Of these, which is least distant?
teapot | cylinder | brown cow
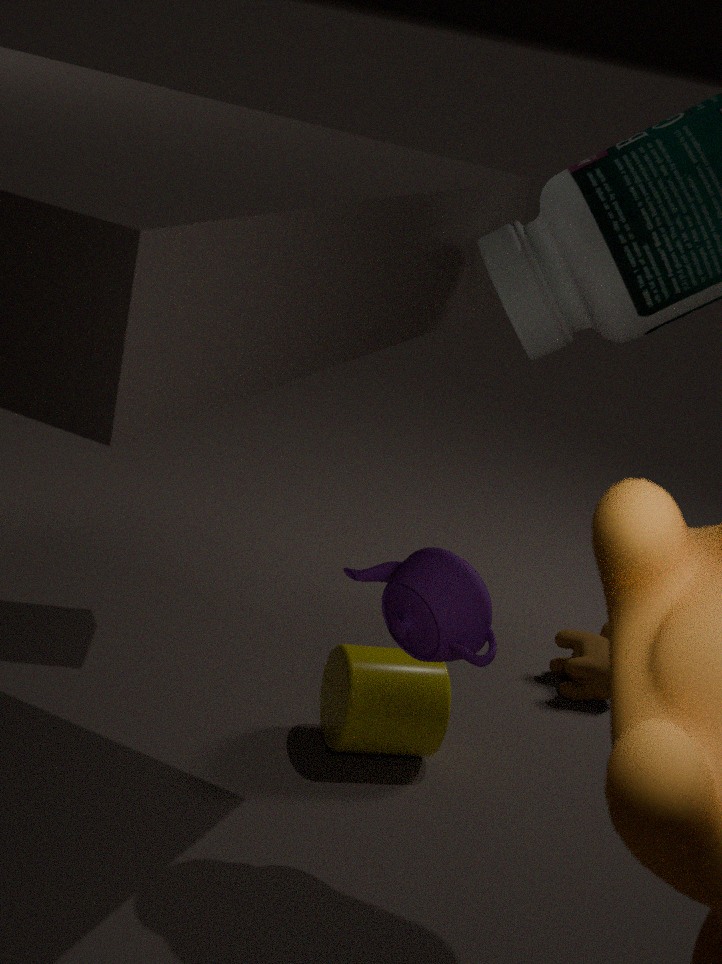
teapot
